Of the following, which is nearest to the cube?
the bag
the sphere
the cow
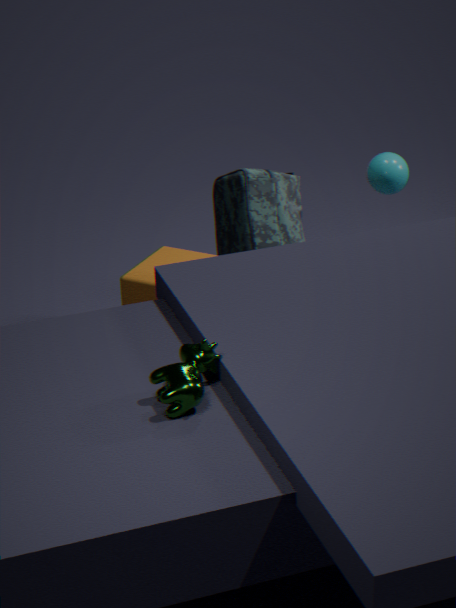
the bag
